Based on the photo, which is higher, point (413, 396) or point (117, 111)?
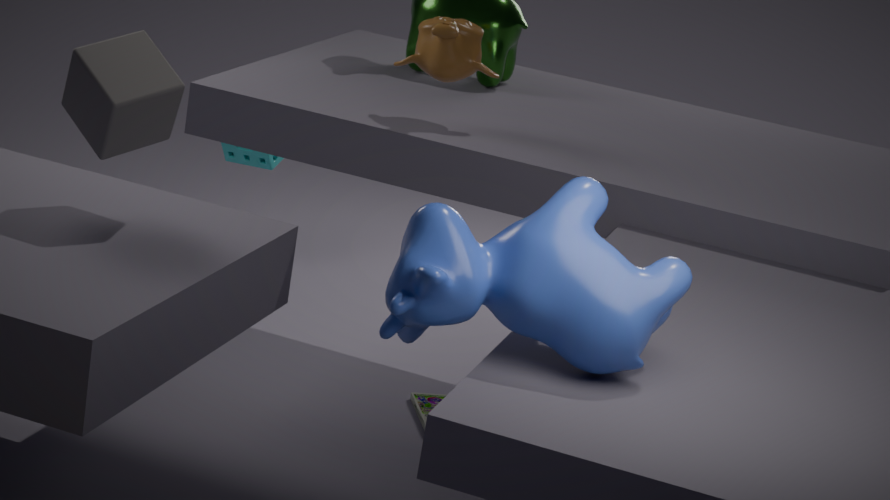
point (117, 111)
